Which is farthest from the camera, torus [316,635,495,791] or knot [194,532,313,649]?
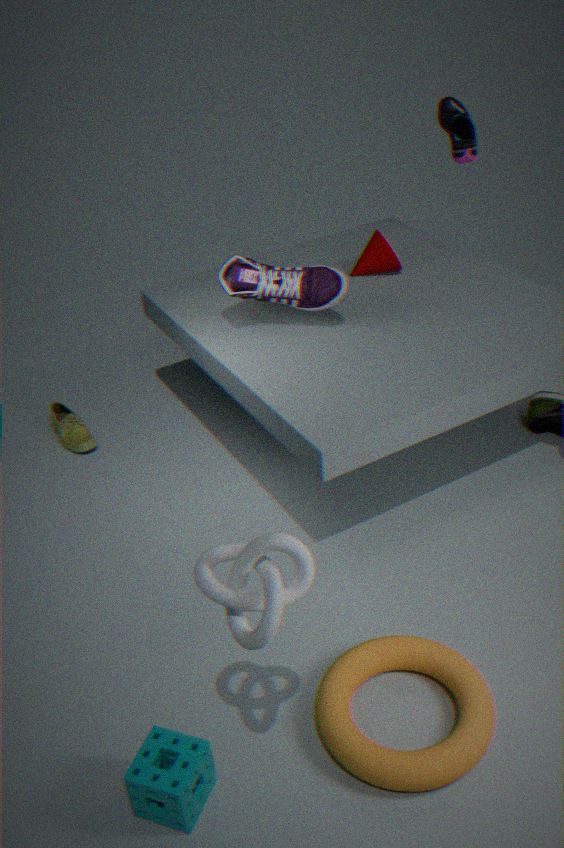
torus [316,635,495,791]
